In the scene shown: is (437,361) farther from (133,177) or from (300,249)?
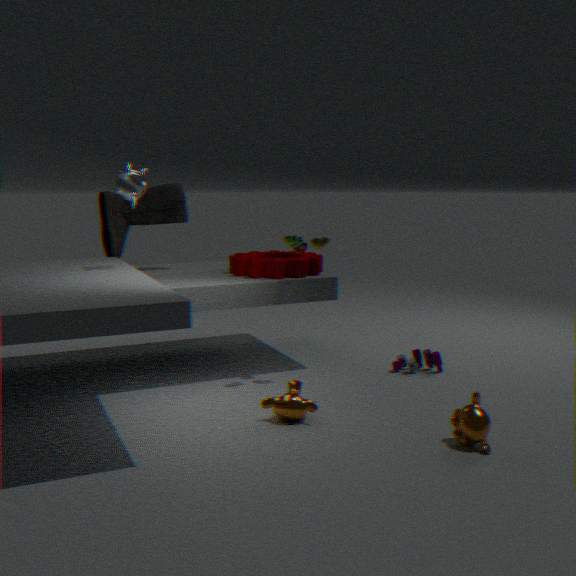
(133,177)
